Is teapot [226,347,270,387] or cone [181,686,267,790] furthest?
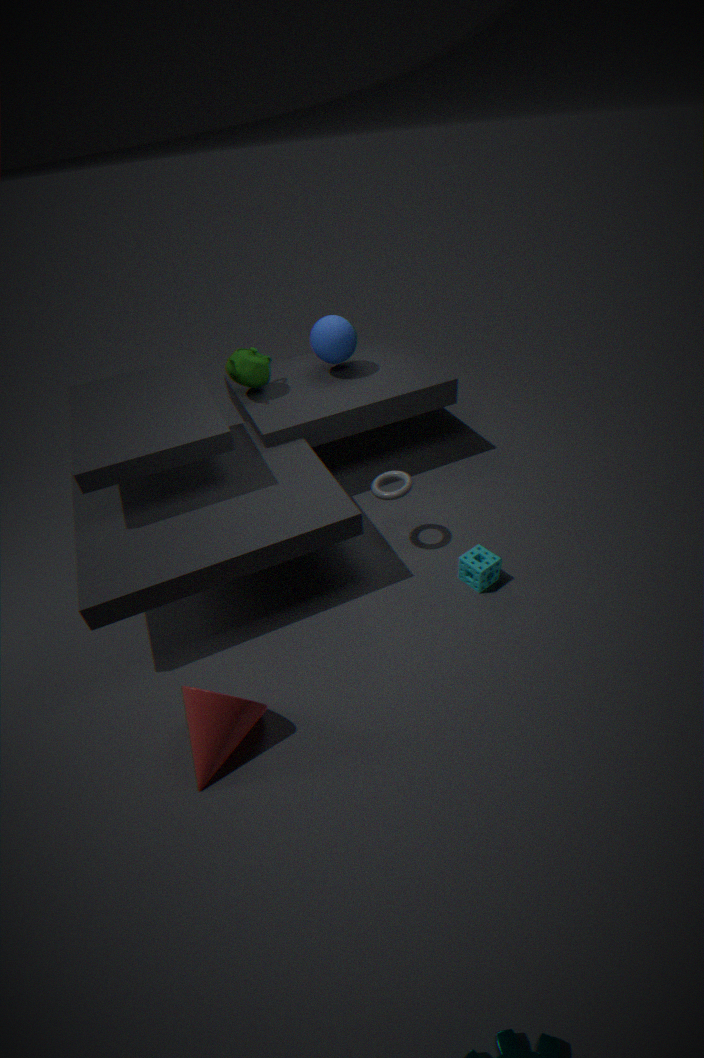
teapot [226,347,270,387]
